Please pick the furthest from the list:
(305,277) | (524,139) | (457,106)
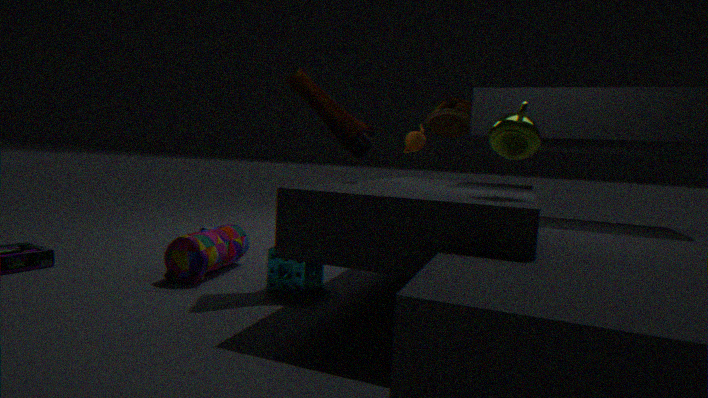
(457,106)
